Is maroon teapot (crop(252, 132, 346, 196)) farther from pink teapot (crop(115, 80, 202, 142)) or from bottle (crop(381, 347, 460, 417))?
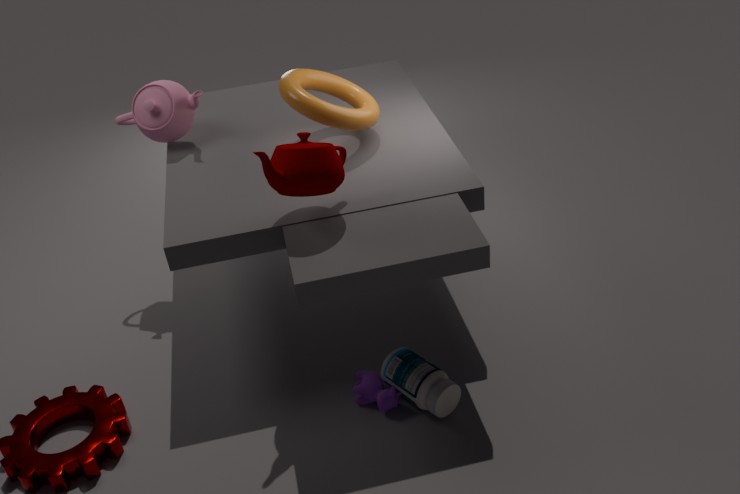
pink teapot (crop(115, 80, 202, 142))
